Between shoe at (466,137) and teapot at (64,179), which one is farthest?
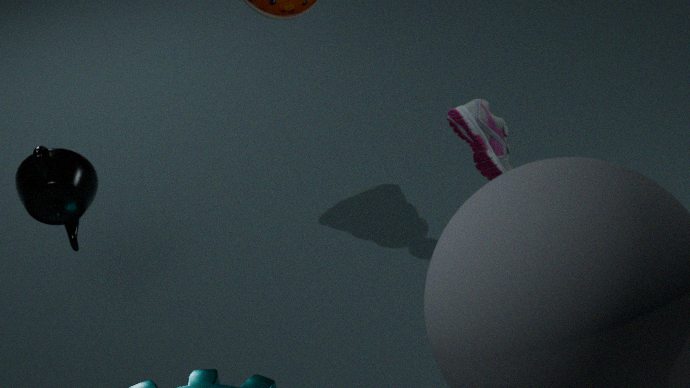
teapot at (64,179)
